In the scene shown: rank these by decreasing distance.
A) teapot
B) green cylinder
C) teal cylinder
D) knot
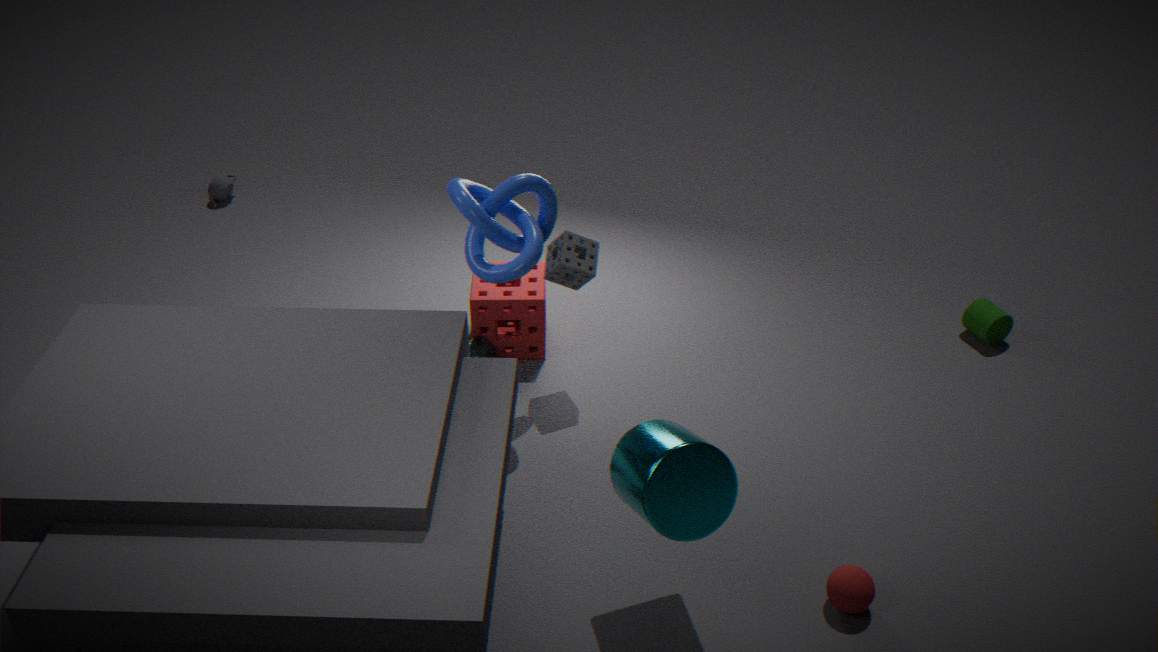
teapot
green cylinder
knot
teal cylinder
